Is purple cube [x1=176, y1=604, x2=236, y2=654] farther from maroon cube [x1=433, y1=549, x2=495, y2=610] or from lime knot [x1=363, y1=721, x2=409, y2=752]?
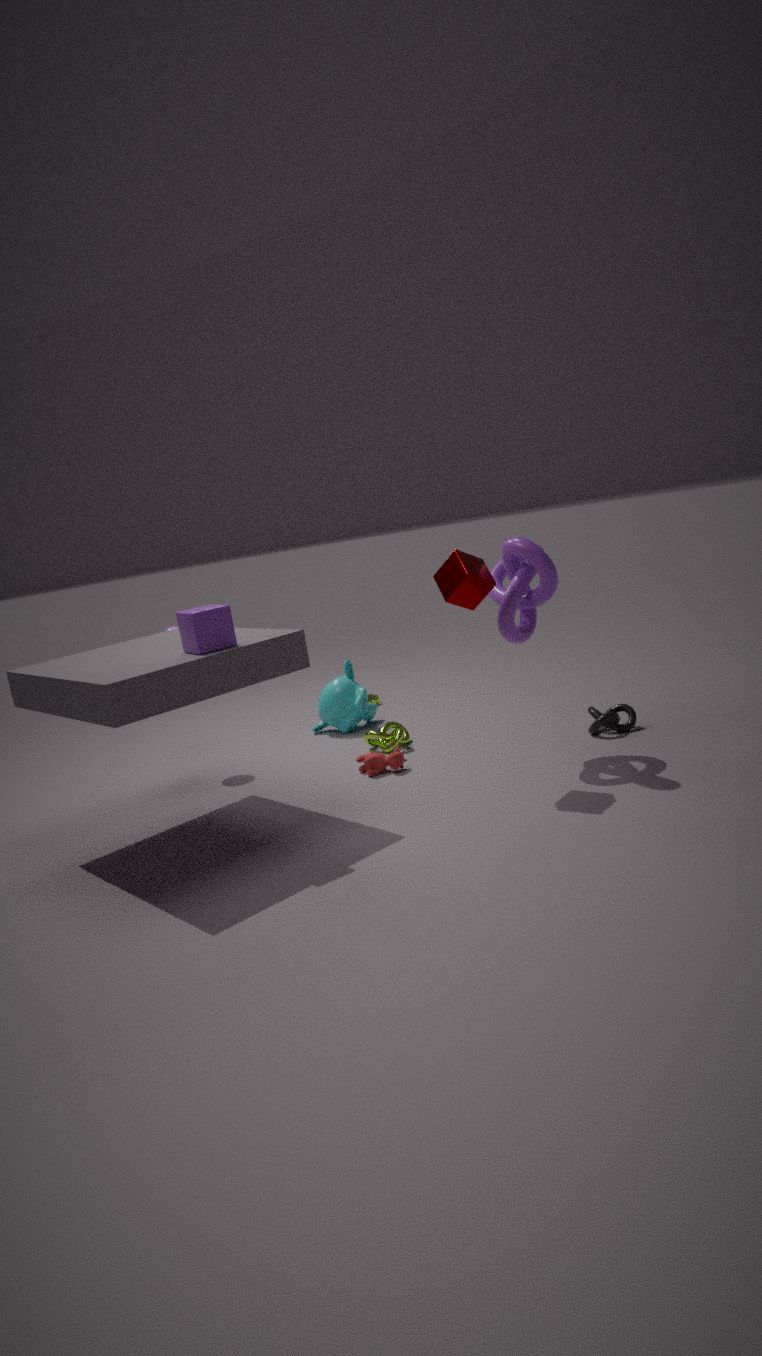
lime knot [x1=363, y1=721, x2=409, y2=752]
